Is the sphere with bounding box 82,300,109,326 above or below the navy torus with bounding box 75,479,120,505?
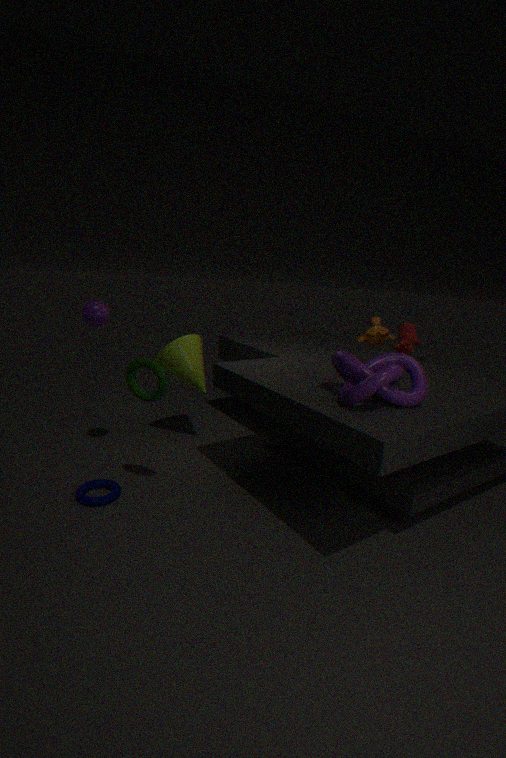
above
